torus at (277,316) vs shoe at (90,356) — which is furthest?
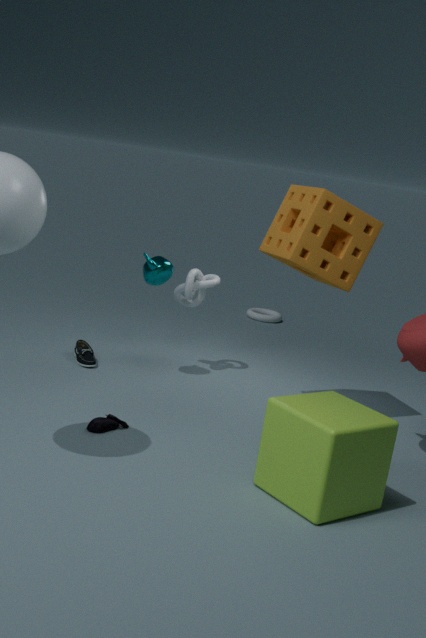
torus at (277,316)
